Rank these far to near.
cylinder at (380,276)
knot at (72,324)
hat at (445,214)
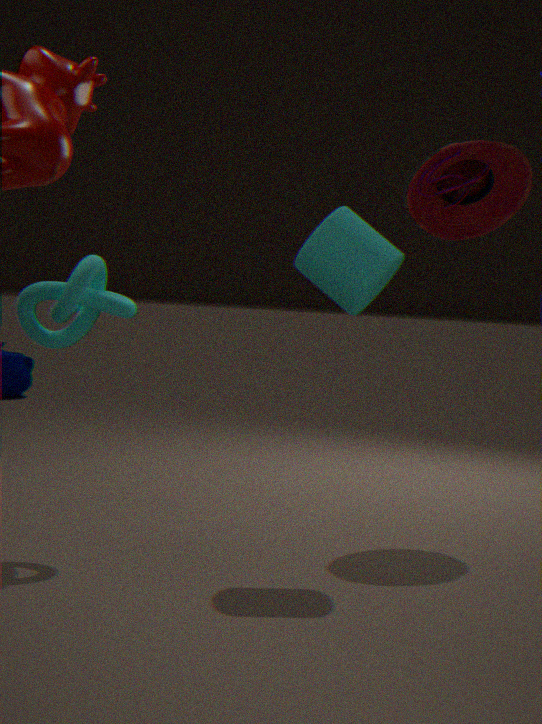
hat at (445,214)
cylinder at (380,276)
knot at (72,324)
